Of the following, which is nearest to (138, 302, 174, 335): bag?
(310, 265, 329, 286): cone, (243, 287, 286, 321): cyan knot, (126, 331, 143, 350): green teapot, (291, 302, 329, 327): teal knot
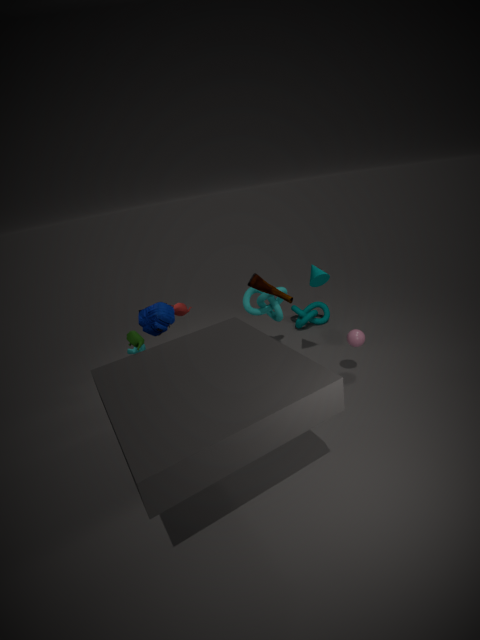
(126, 331, 143, 350): green teapot
